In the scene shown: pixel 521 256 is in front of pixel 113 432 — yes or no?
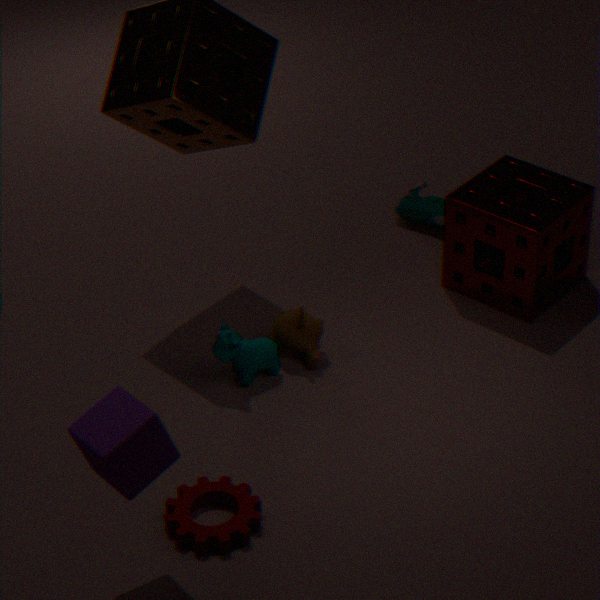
No
